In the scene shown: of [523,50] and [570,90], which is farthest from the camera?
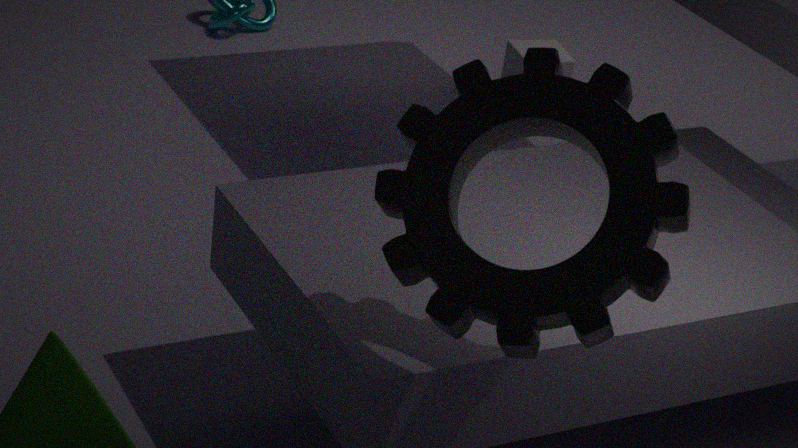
[523,50]
